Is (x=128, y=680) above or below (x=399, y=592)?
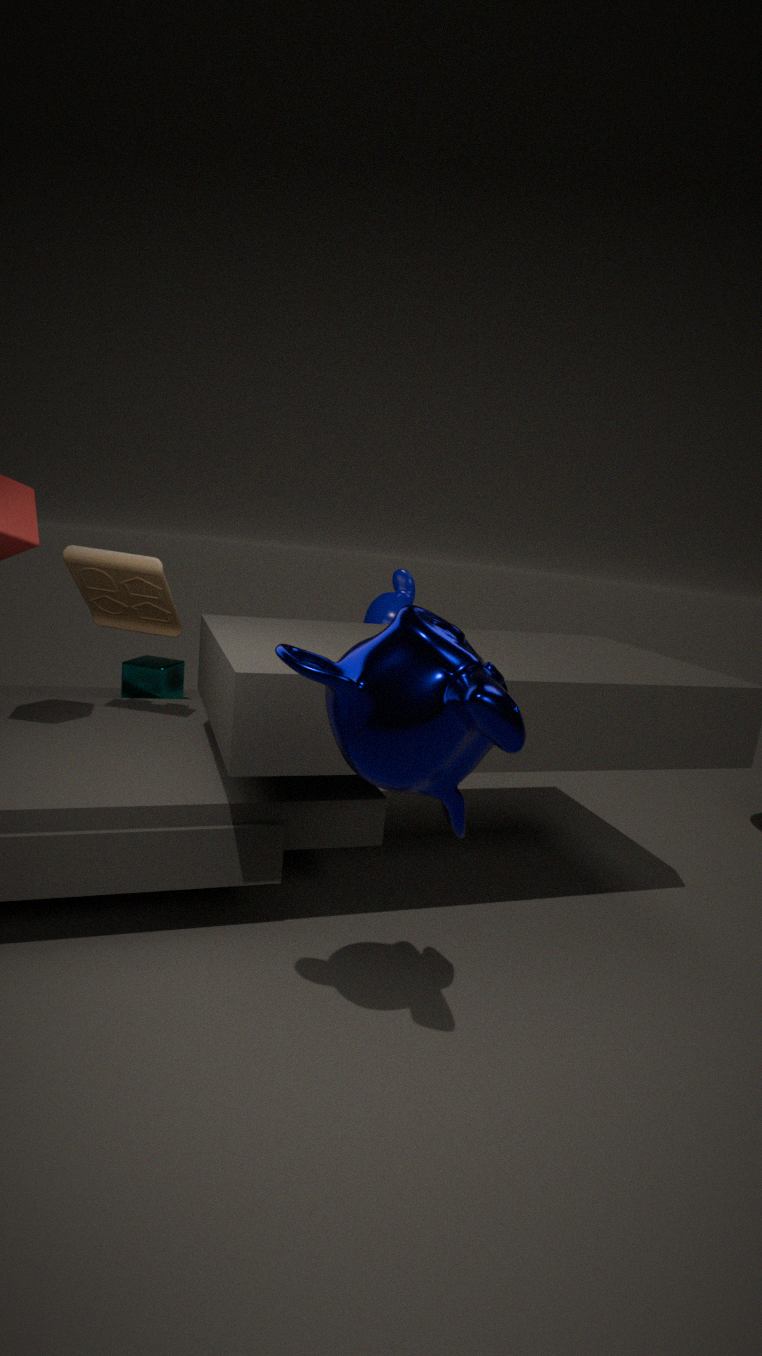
below
